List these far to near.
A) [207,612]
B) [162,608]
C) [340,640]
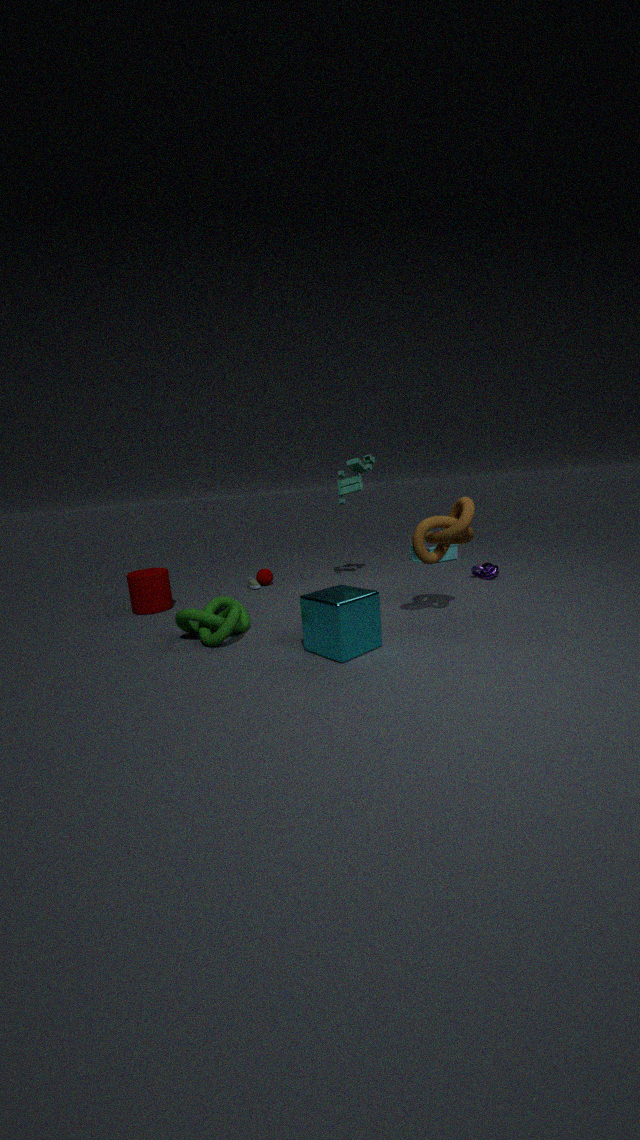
B. [162,608] → A. [207,612] → C. [340,640]
